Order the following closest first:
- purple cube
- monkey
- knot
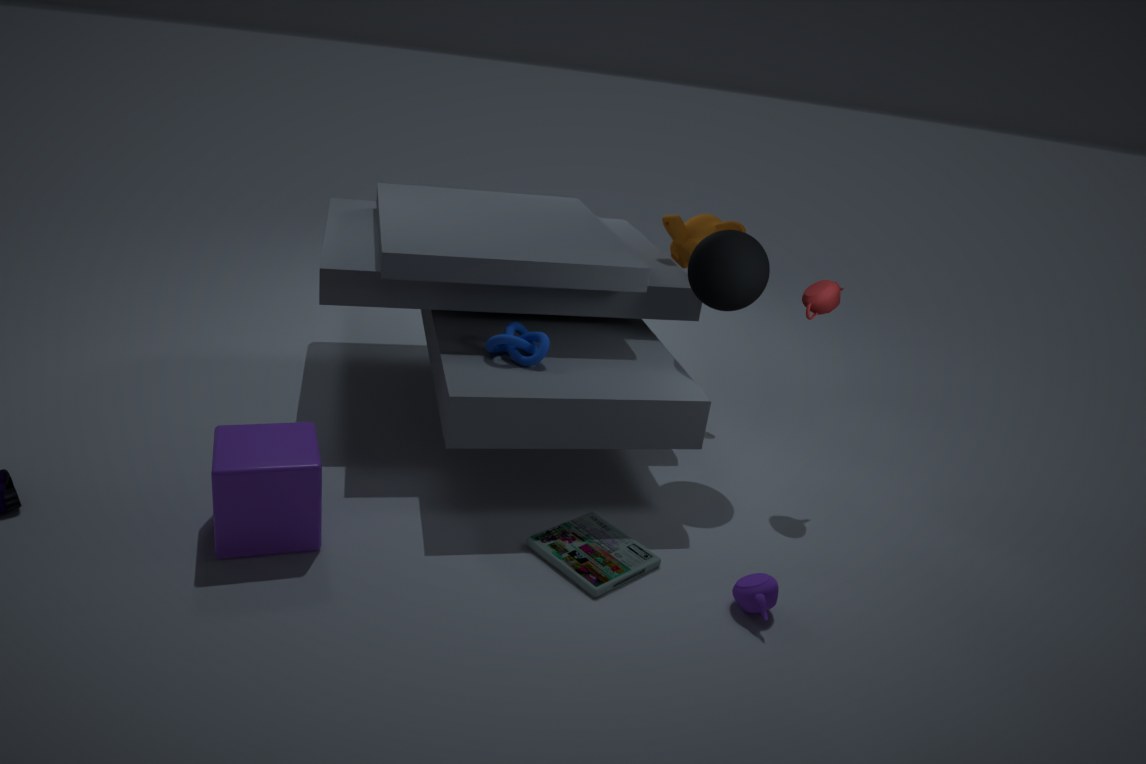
1. purple cube
2. knot
3. monkey
